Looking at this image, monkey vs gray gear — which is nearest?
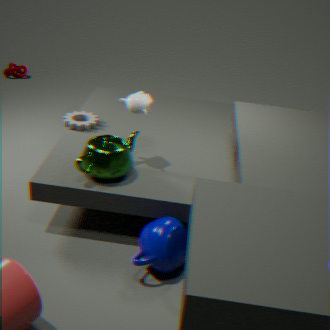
monkey
